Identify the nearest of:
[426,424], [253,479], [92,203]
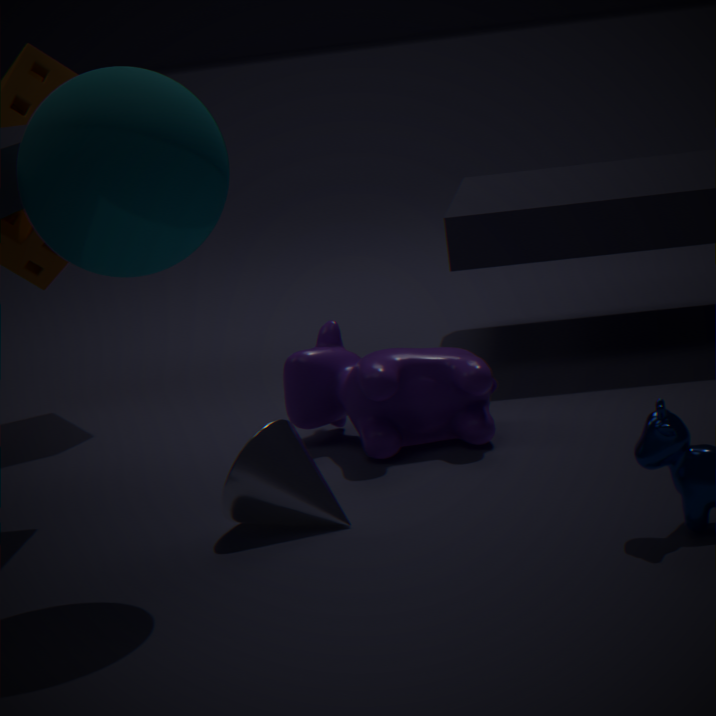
[92,203]
